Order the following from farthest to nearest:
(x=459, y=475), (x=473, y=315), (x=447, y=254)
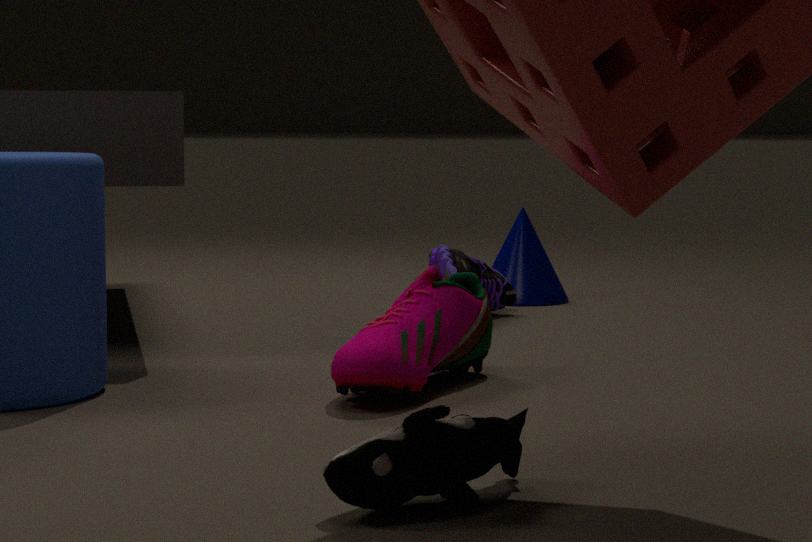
(x=447, y=254) → (x=473, y=315) → (x=459, y=475)
